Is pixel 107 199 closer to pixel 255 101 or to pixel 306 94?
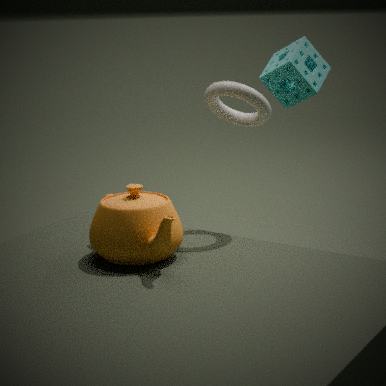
pixel 255 101
